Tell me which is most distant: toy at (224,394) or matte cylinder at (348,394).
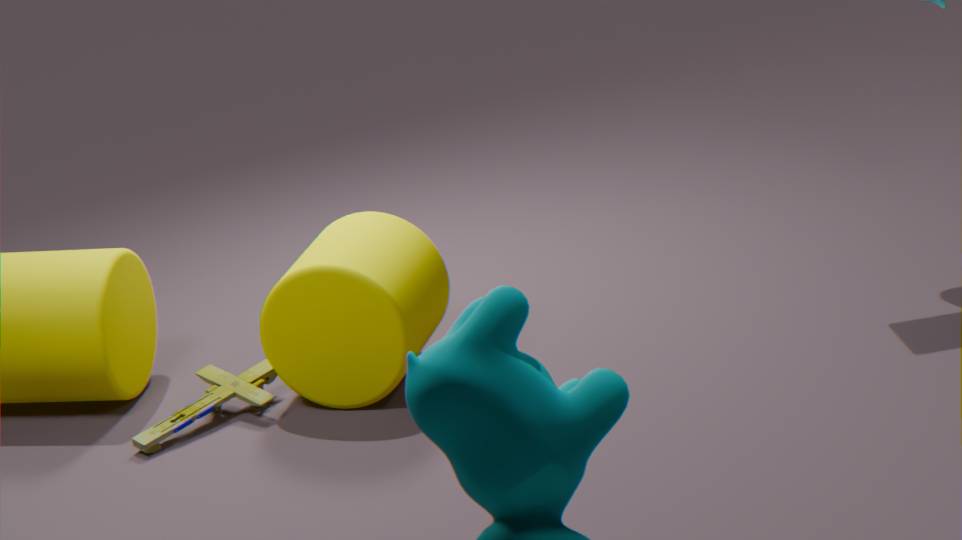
toy at (224,394)
